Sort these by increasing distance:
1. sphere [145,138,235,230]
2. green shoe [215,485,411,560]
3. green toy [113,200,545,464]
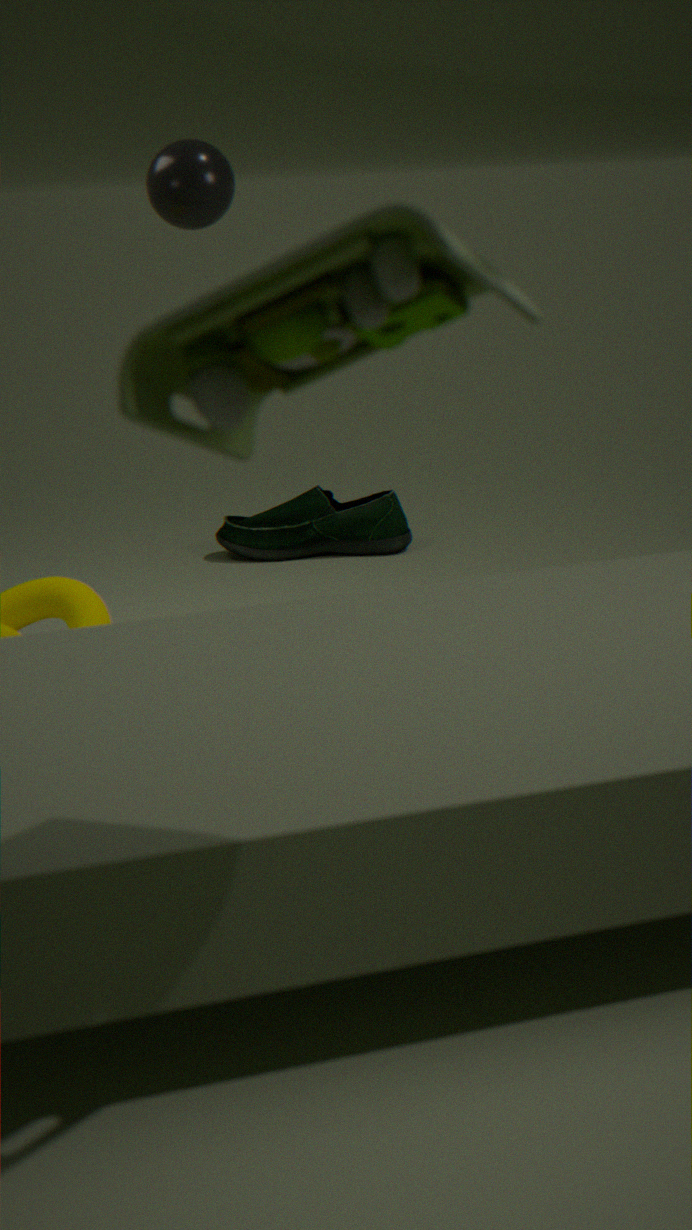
green toy [113,200,545,464]
sphere [145,138,235,230]
green shoe [215,485,411,560]
